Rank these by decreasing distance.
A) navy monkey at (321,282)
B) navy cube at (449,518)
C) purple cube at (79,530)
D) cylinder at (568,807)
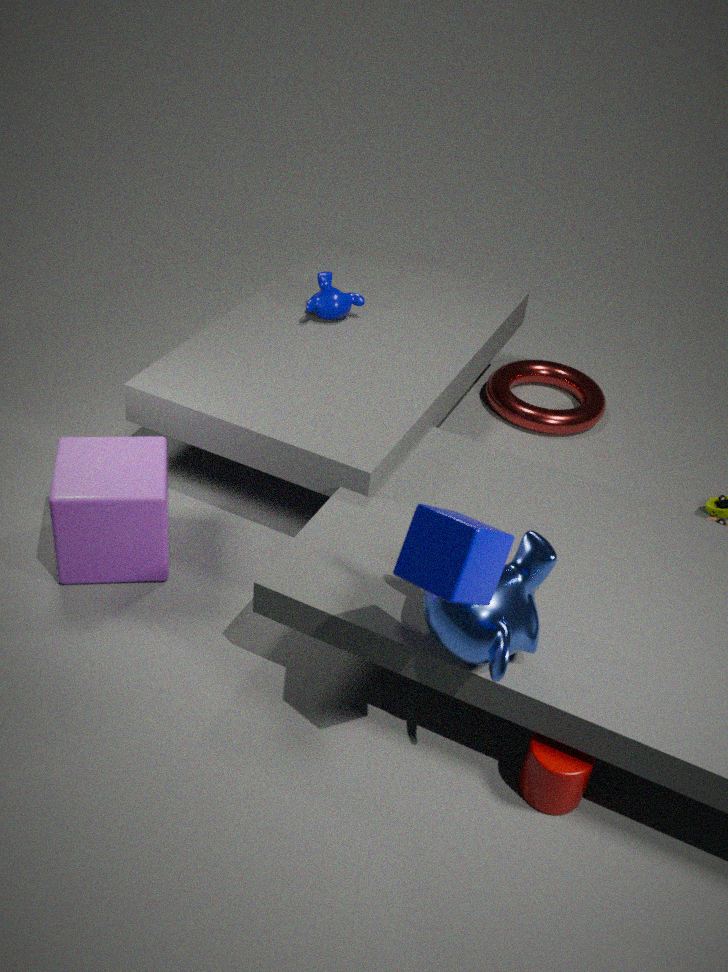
navy monkey at (321,282), purple cube at (79,530), cylinder at (568,807), navy cube at (449,518)
